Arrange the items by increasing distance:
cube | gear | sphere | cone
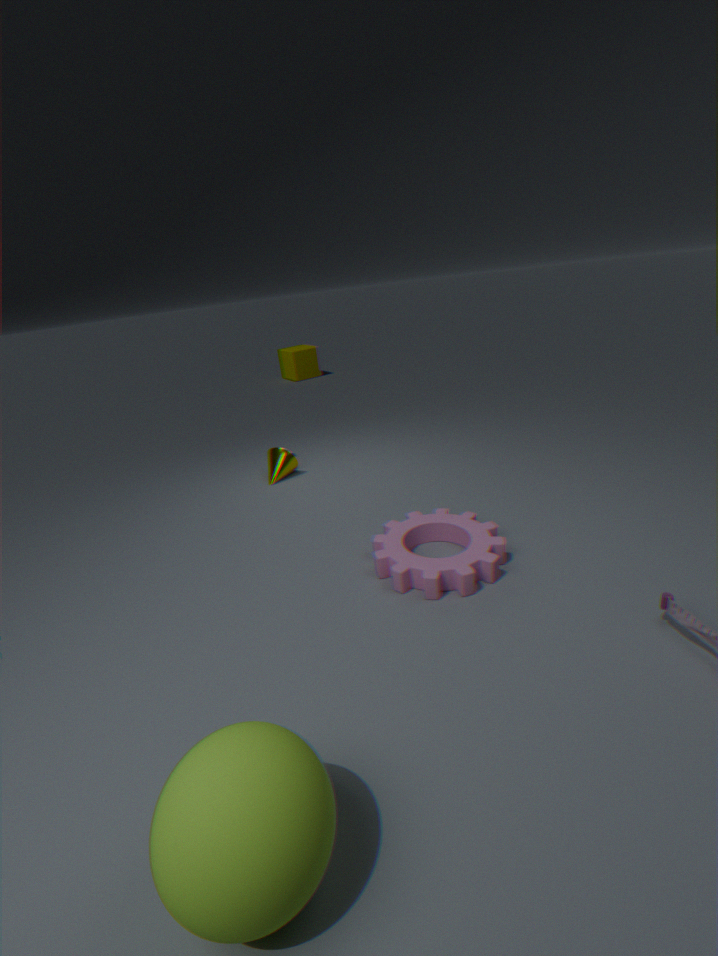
sphere
gear
cone
cube
